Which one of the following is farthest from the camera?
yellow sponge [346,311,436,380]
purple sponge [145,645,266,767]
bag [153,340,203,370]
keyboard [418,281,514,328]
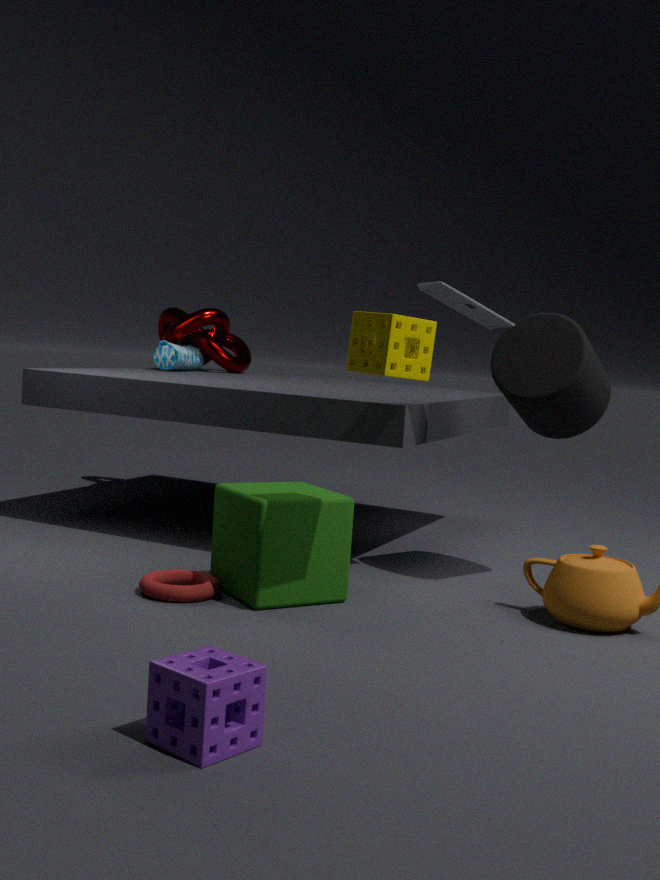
bag [153,340,203,370]
